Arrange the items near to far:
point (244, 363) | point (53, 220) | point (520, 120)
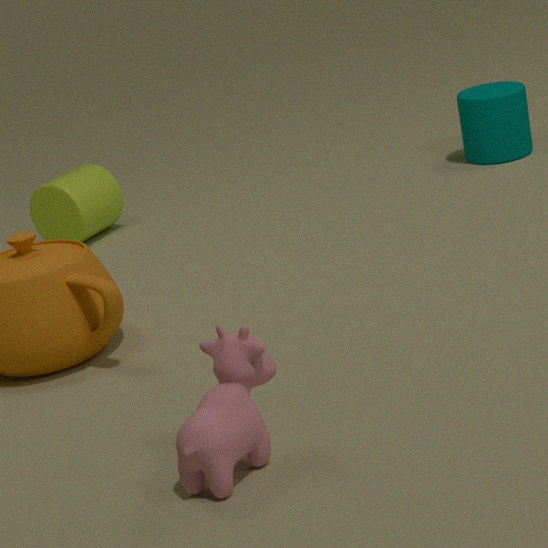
point (244, 363) → point (520, 120) → point (53, 220)
